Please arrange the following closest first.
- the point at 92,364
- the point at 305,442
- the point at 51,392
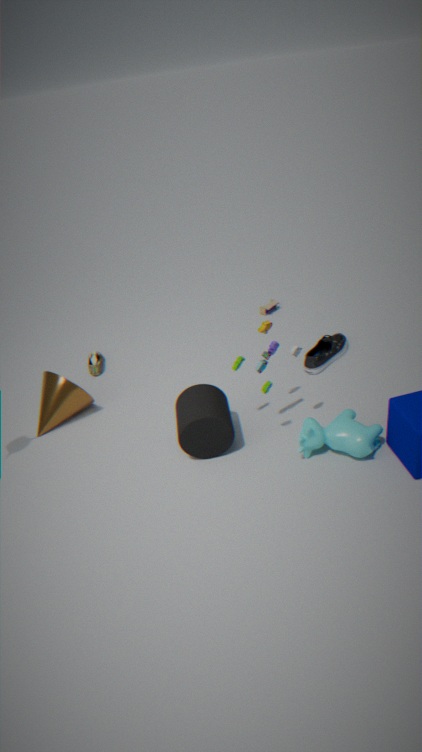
the point at 305,442, the point at 51,392, the point at 92,364
